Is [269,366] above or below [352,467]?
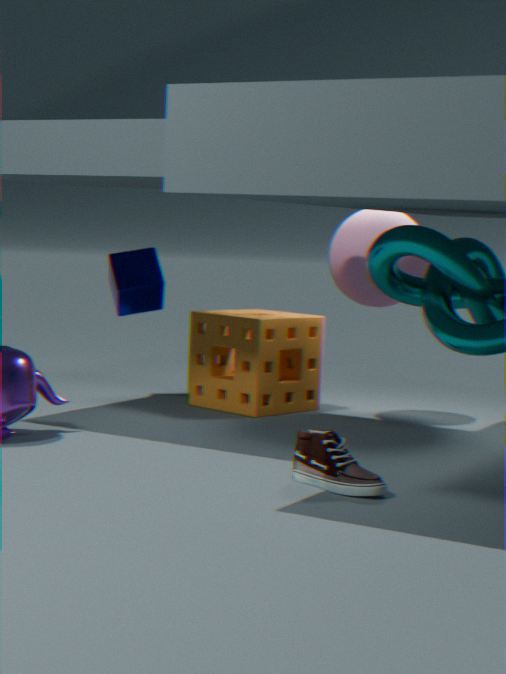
above
